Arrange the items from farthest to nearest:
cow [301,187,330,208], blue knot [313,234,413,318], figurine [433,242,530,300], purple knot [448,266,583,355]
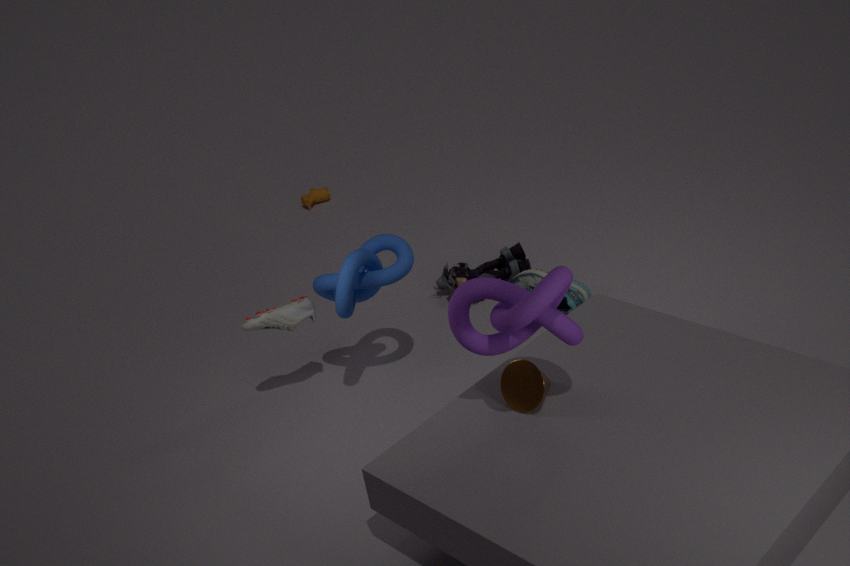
cow [301,187,330,208] → figurine [433,242,530,300] → blue knot [313,234,413,318] → purple knot [448,266,583,355]
